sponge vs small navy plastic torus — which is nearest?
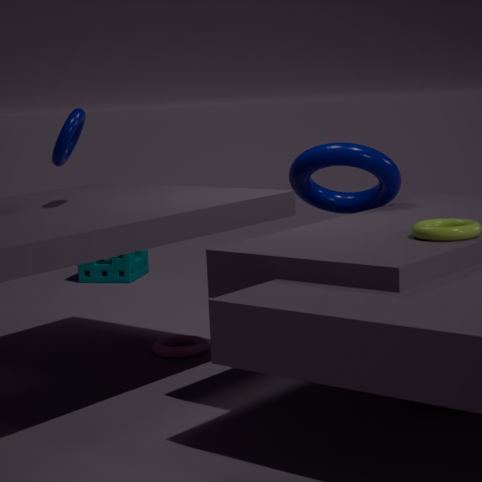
small navy plastic torus
